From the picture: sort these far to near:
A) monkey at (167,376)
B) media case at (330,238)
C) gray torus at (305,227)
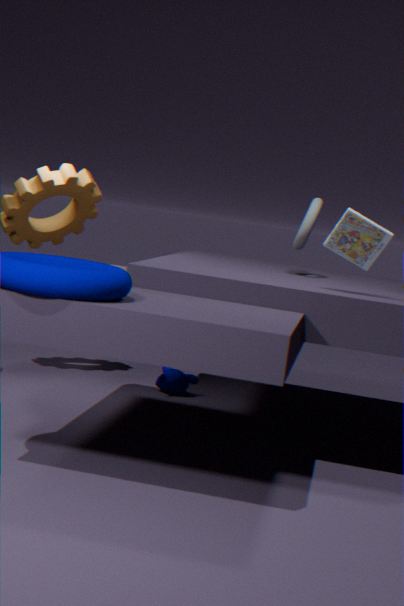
monkey at (167,376)
gray torus at (305,227)
media case at (330,238)
